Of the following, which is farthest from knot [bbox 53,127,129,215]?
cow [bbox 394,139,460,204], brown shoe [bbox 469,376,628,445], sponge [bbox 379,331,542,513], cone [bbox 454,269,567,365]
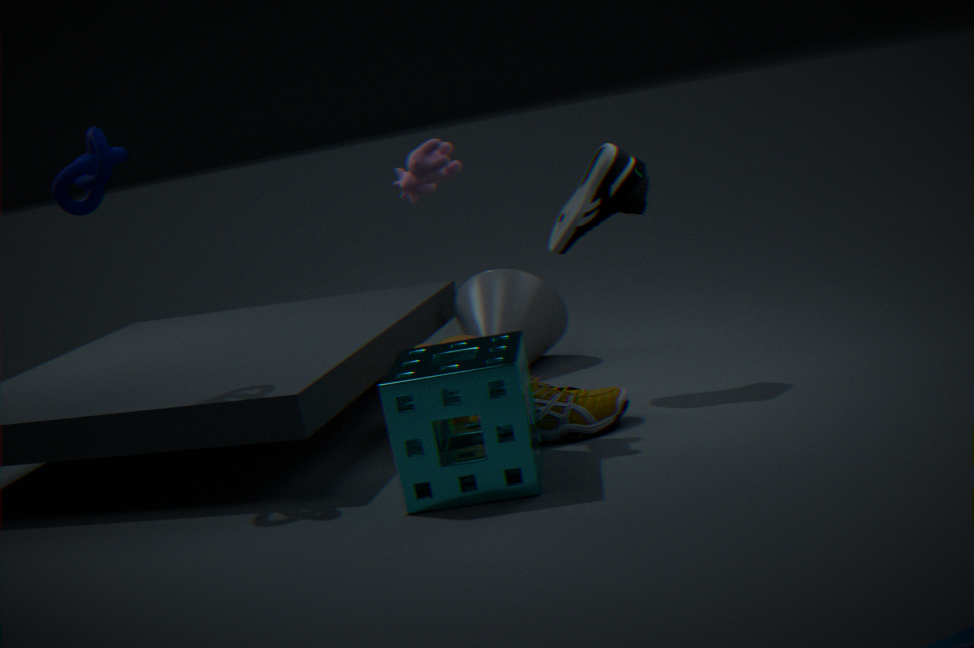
cone [bbox 454,269,567,365]
